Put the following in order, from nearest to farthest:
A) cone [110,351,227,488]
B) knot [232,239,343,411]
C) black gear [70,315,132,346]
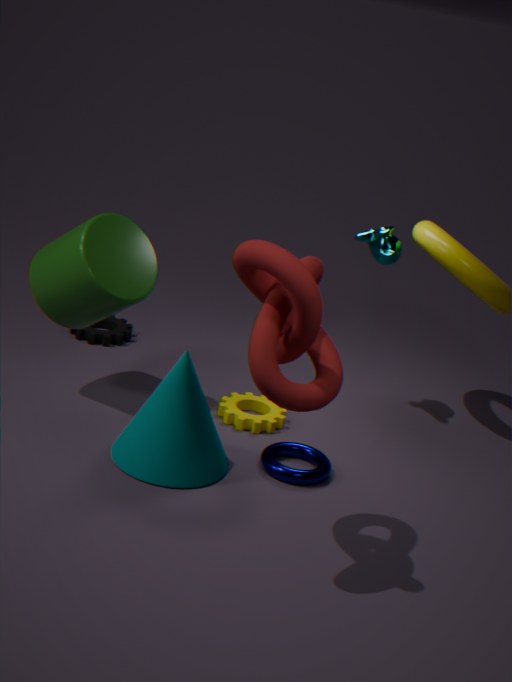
1. knot [232,239,343,411]
2. cone [110,351,227,488]
3. black gear [70,315,132,346]
